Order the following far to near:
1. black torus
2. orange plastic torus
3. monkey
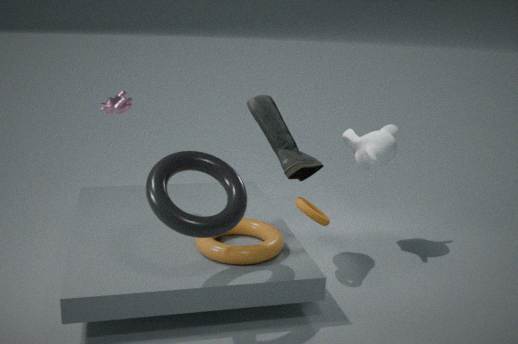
monkey
orange plastic torus
black torus
